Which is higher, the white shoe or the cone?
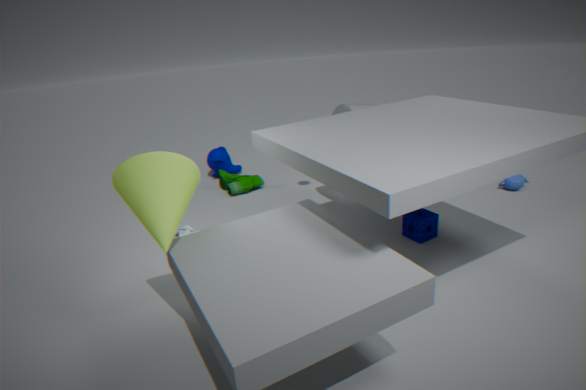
the cone
